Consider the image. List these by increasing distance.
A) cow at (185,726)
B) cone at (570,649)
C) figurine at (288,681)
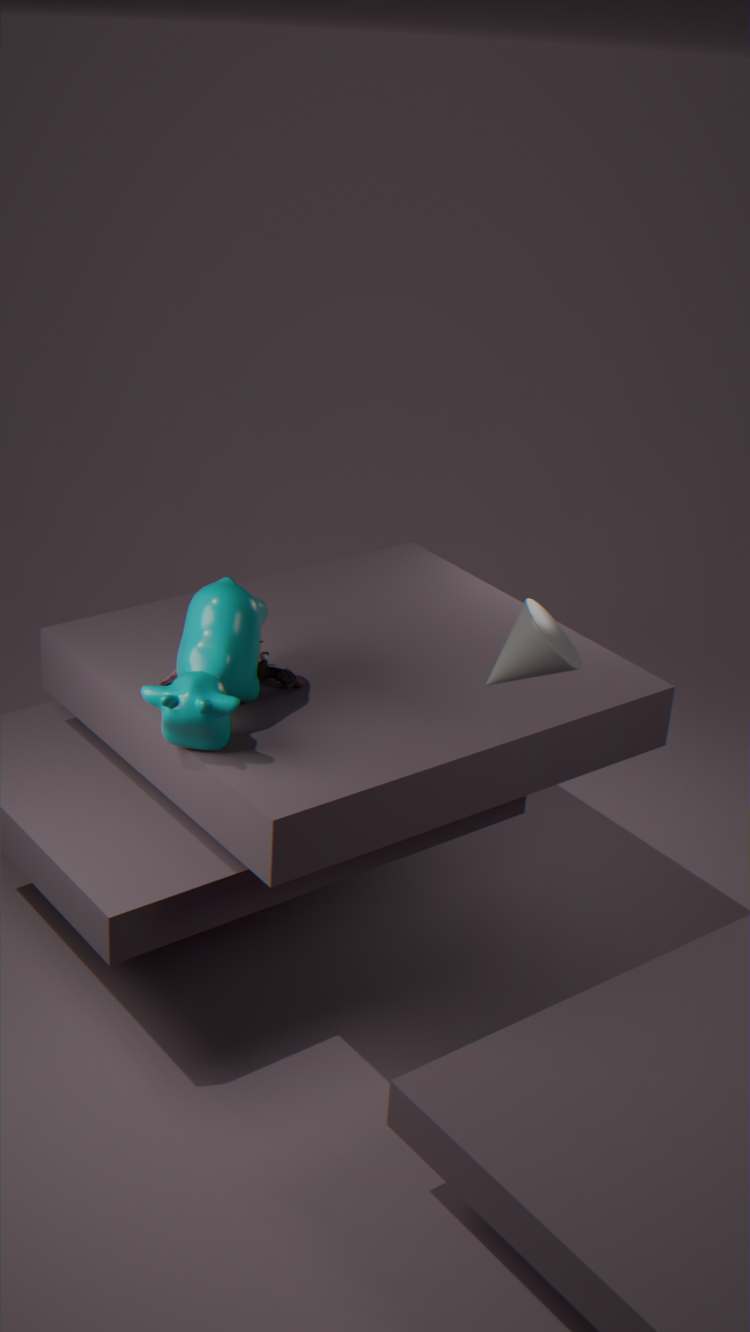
cone at (570,649)
cow at (185,726)
figurine at (288,681)
